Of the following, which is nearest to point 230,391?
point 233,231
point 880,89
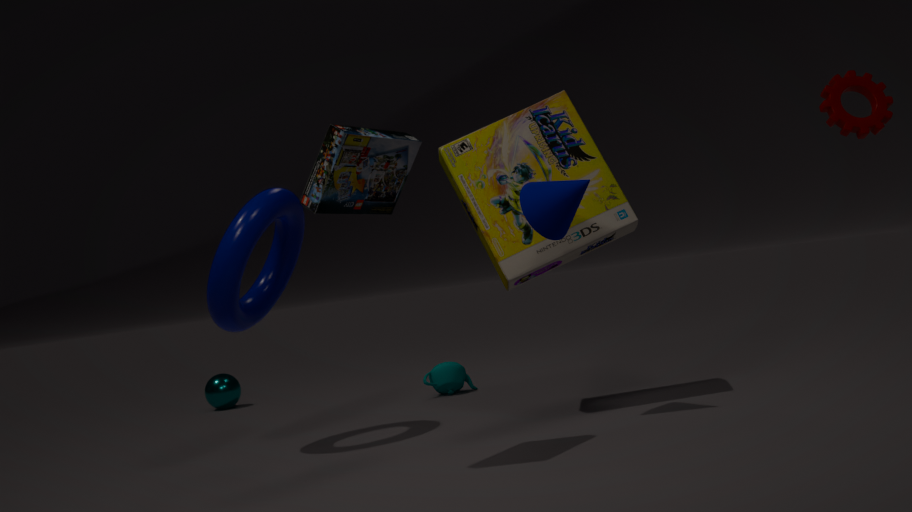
point 233,231
